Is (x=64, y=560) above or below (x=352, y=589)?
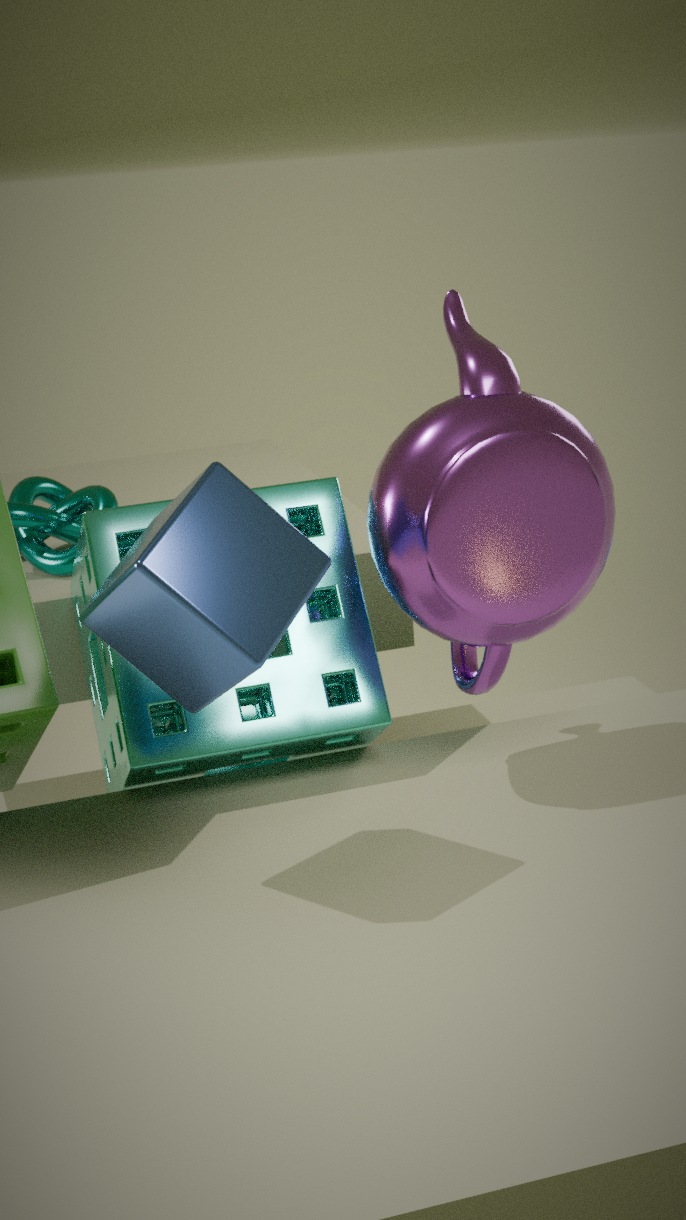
above
